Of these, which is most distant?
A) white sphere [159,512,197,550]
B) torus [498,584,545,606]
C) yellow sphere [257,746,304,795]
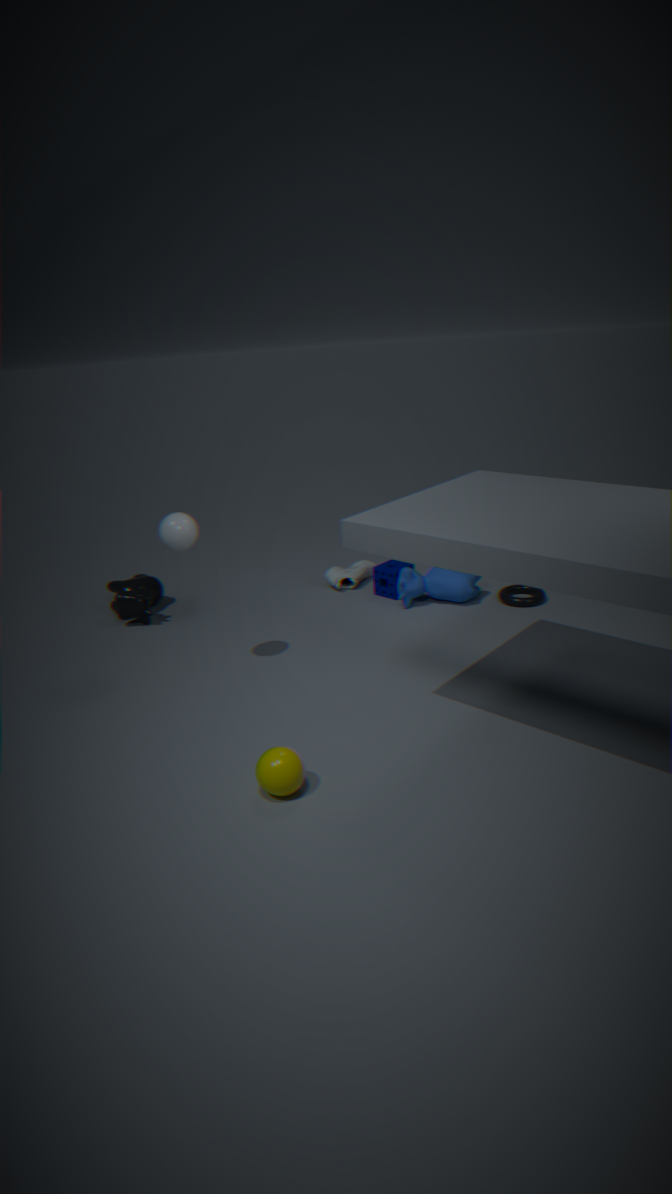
torus [498,584,545,606]
